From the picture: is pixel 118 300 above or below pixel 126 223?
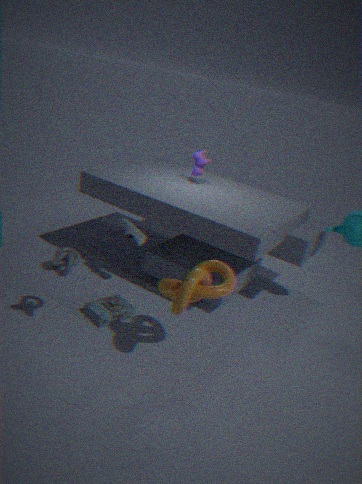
below
